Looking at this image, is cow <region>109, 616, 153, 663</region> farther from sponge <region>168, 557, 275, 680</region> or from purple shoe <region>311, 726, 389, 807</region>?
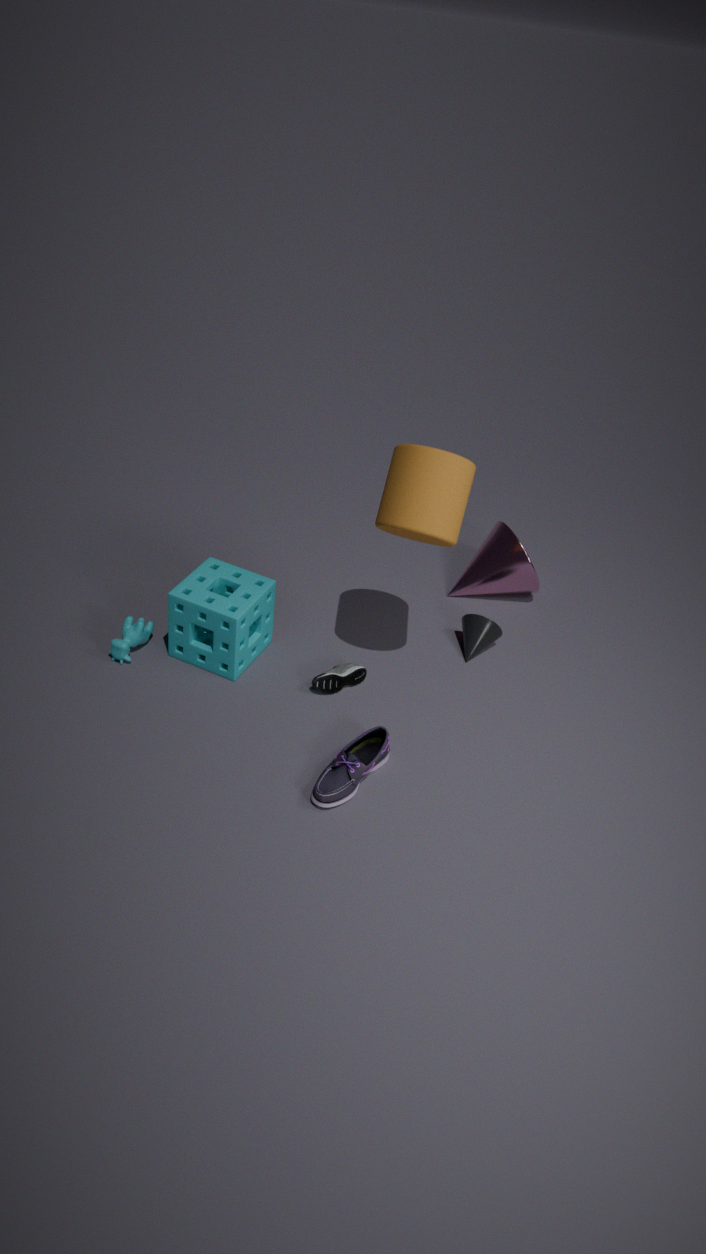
purple shoe <region>311, 726, 389, 807</region>
